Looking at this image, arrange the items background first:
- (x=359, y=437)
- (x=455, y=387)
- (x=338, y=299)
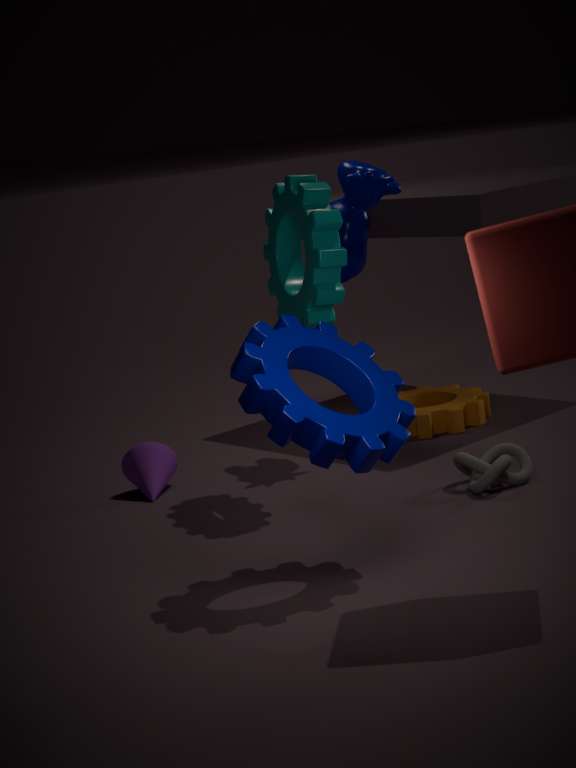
1. (x=455, y=387)
2. (x=338, y=299)
3. (x=359, y=437)
